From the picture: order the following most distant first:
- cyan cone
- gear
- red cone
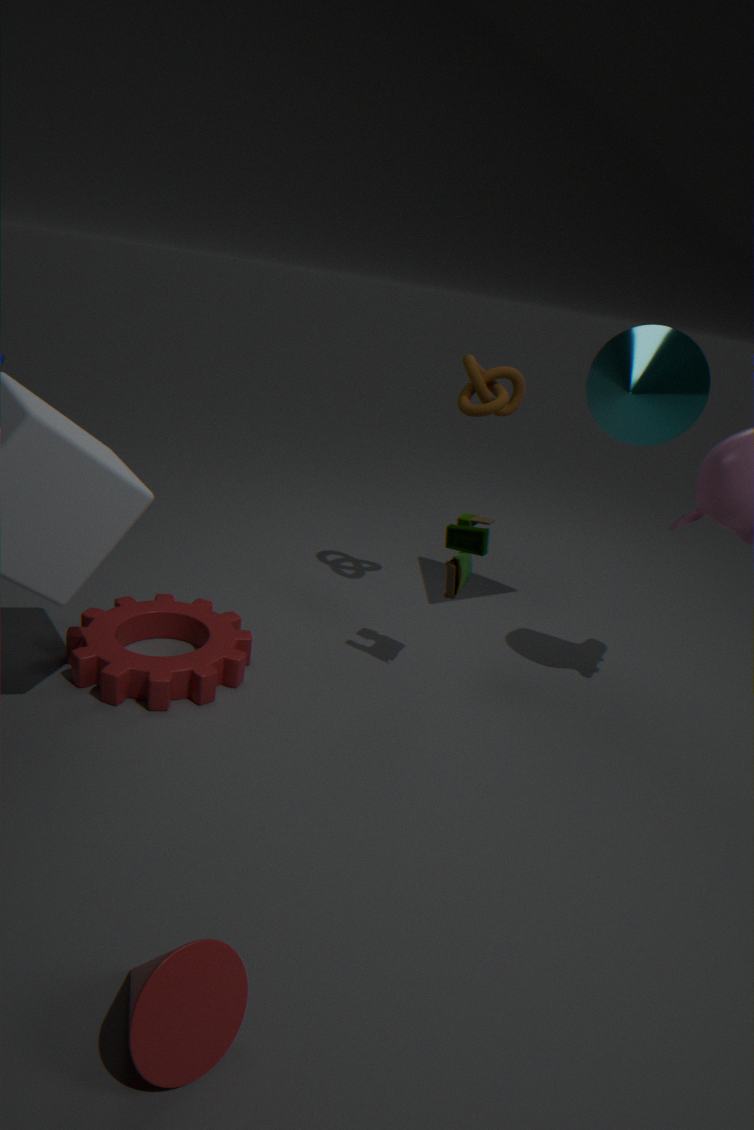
cyan cone, gear, red cone
